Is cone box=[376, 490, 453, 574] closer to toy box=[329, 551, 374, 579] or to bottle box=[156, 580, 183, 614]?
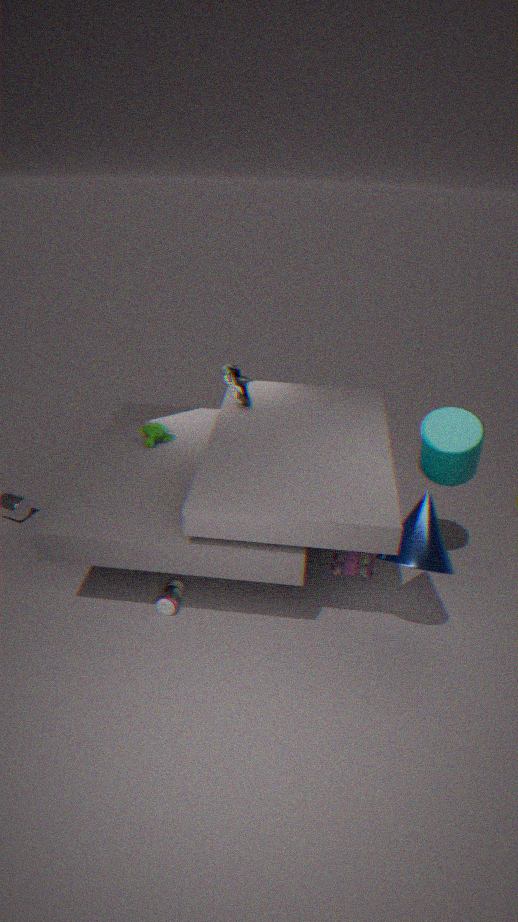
toy box=[329, 551, 374, 579]
